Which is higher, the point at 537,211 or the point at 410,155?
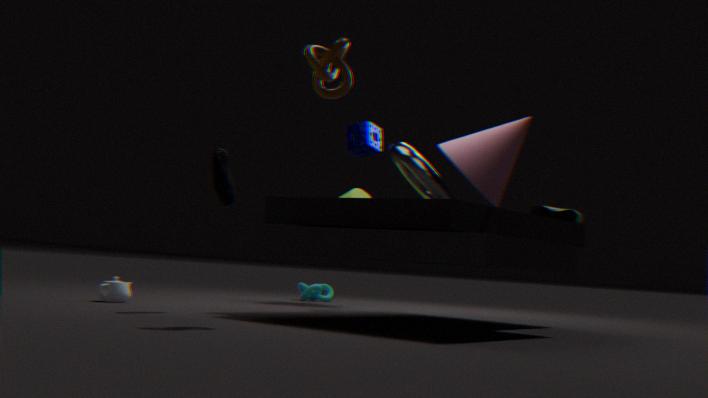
the point at 410,155
